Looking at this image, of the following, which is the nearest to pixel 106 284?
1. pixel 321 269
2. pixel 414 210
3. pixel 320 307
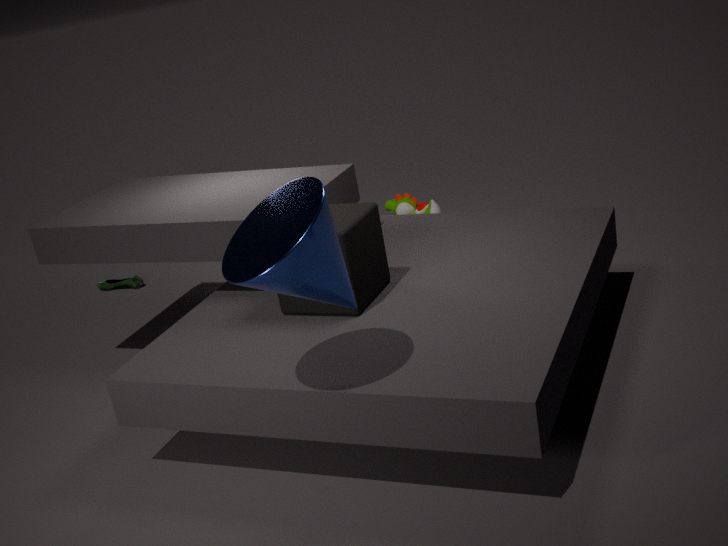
pixel 414 210
